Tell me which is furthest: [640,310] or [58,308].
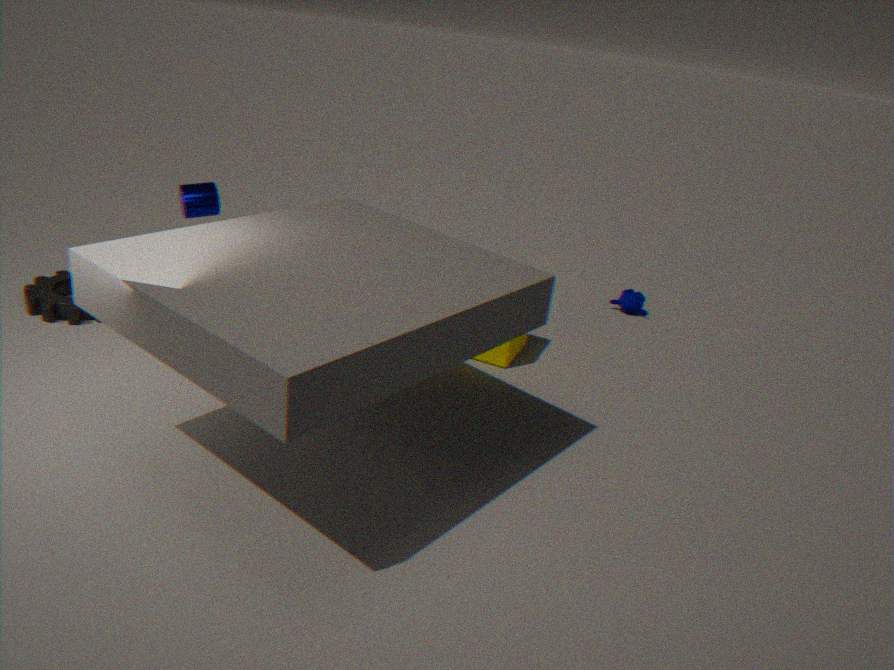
[640,310]
